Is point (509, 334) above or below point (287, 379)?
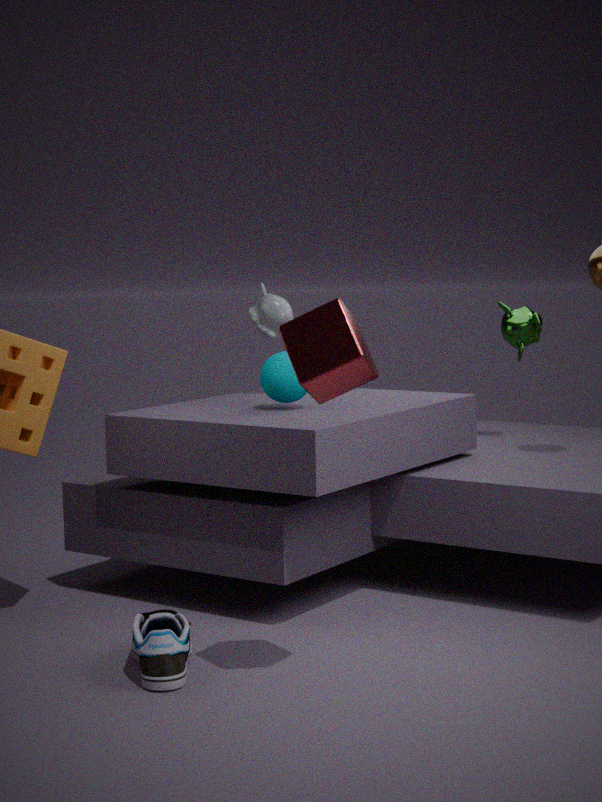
above
